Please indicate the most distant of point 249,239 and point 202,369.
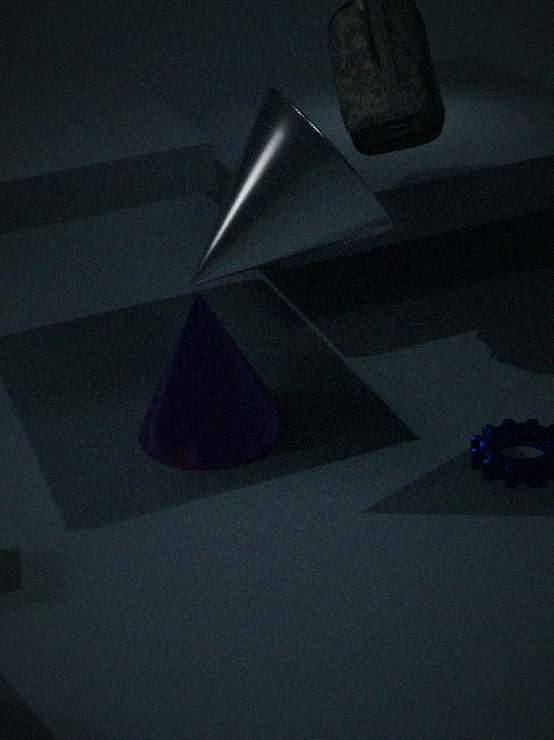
point 202,369
